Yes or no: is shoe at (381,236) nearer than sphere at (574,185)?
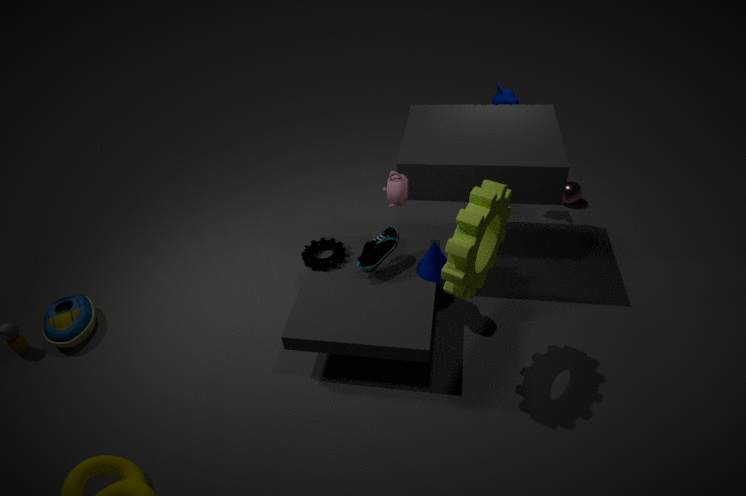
Yes
